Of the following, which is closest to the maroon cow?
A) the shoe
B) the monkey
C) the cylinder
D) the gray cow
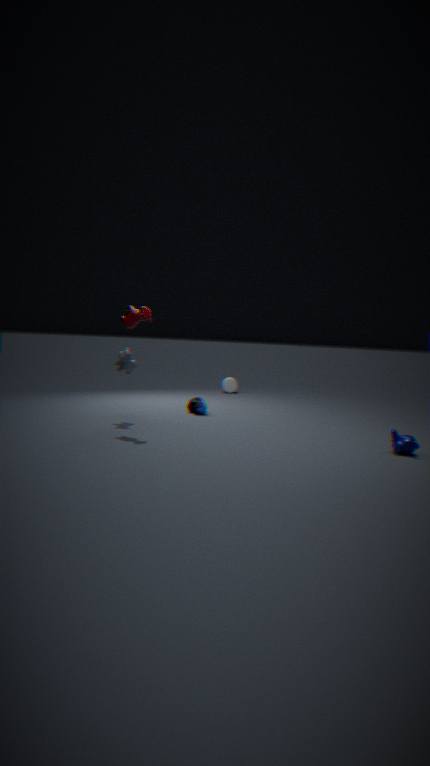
the gray cow
